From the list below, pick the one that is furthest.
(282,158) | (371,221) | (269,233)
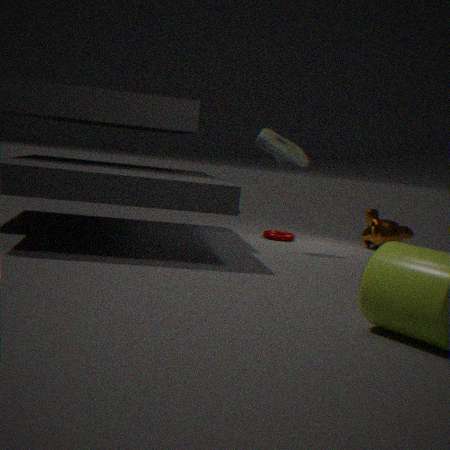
(371,221)
